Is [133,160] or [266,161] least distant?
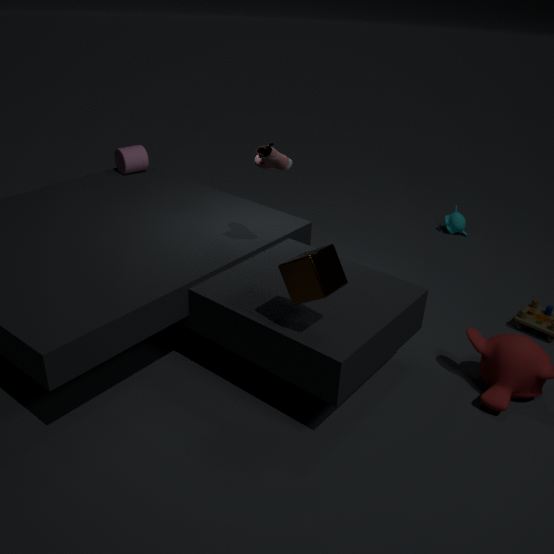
[266,161]
